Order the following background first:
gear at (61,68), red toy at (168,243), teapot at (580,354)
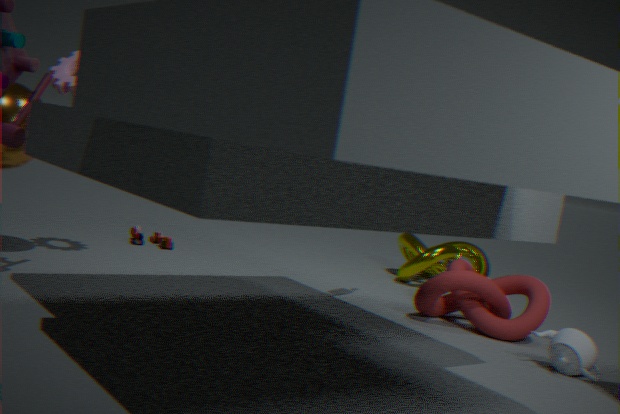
1. red toy at (168,243)
2. gear at (61,68)
3. teapot at (580,354)
